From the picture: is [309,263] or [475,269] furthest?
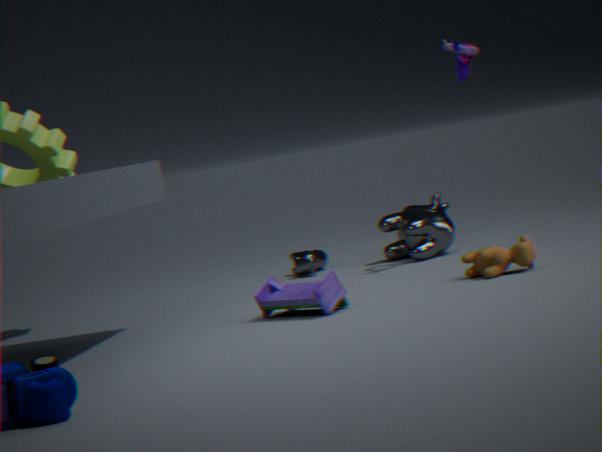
[309,263]
